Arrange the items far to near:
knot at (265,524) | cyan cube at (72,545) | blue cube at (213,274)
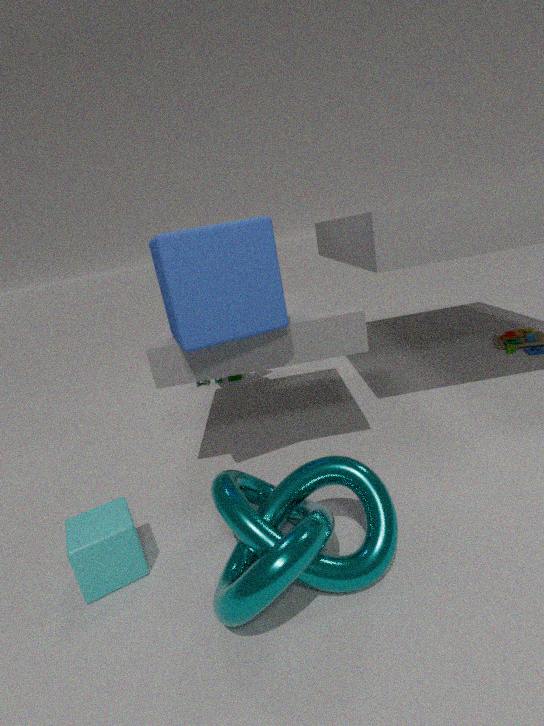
blue cube at (213,274) → cyan cube at (72,545) → knot at (265,524)
